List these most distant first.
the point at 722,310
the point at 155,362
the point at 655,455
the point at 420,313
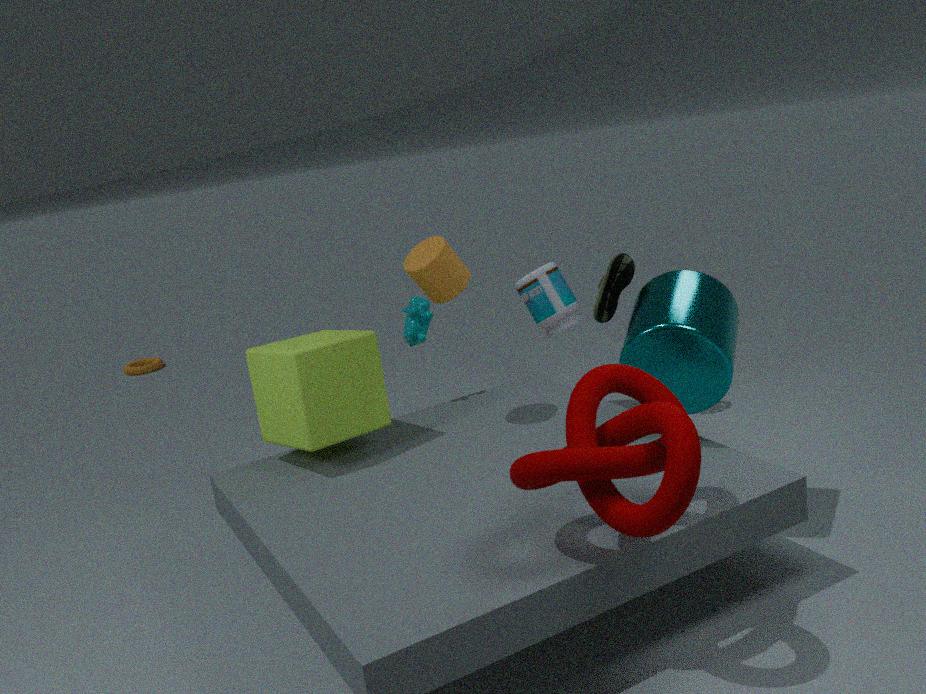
the point at 155,362 → the point at 420,313 → the point at 722,310 → the point at 655,455
